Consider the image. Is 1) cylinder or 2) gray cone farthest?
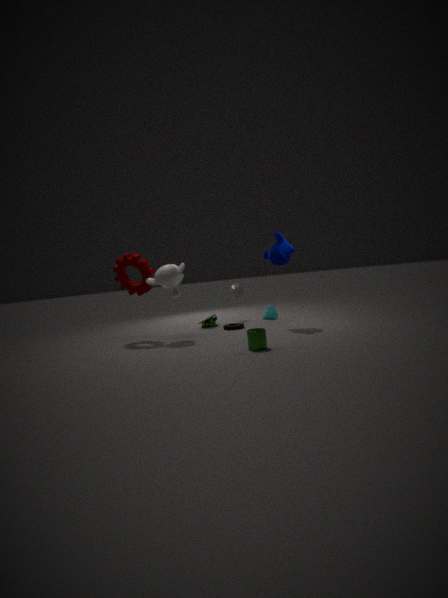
2. gray cone
